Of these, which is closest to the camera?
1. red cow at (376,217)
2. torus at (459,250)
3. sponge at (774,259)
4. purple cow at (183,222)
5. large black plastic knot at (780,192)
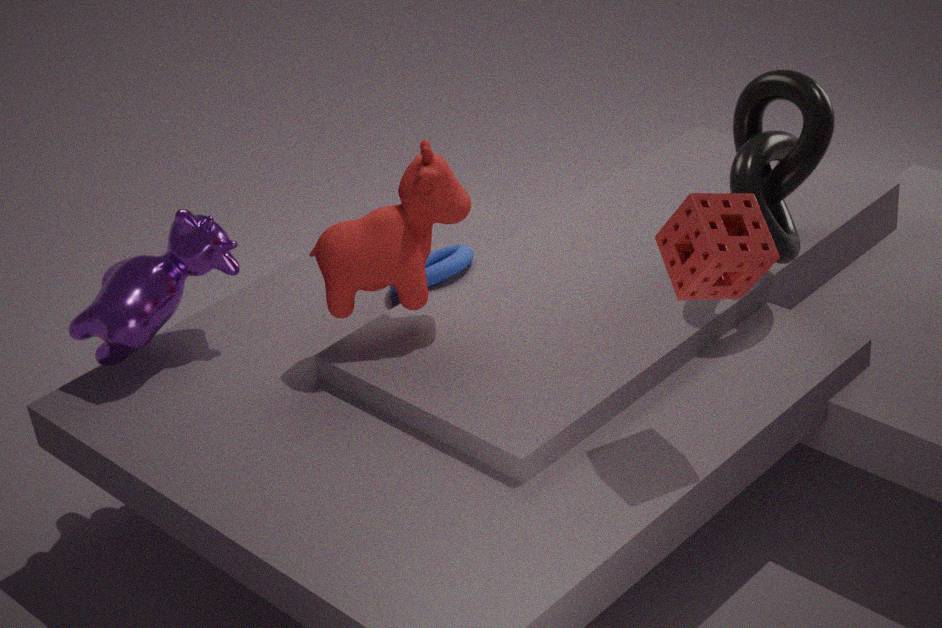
sponge at (774,259)
